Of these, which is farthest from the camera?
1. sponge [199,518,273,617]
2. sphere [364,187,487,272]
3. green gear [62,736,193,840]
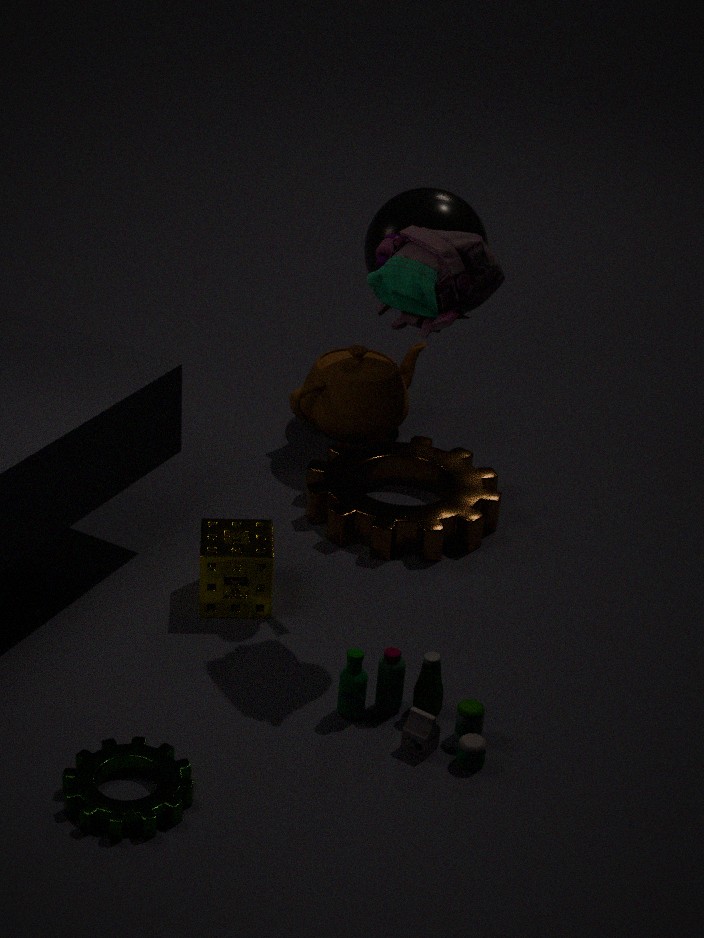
sphere [364,187,487,272]
